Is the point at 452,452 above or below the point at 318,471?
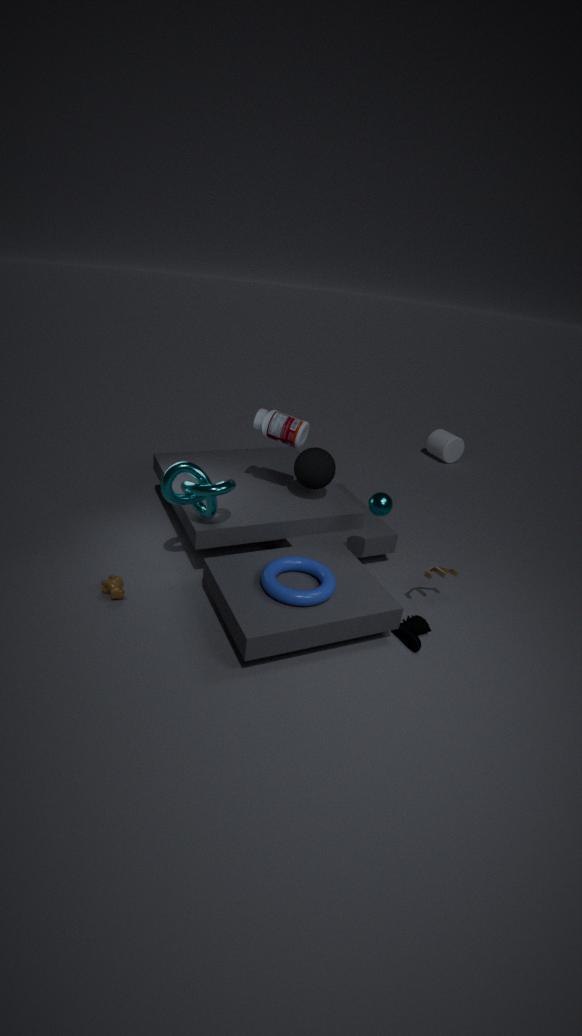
below
